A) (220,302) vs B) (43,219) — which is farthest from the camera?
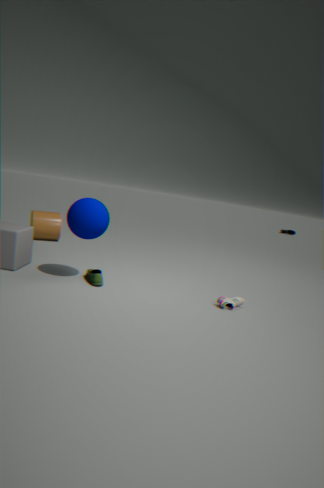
B. (43,219)
